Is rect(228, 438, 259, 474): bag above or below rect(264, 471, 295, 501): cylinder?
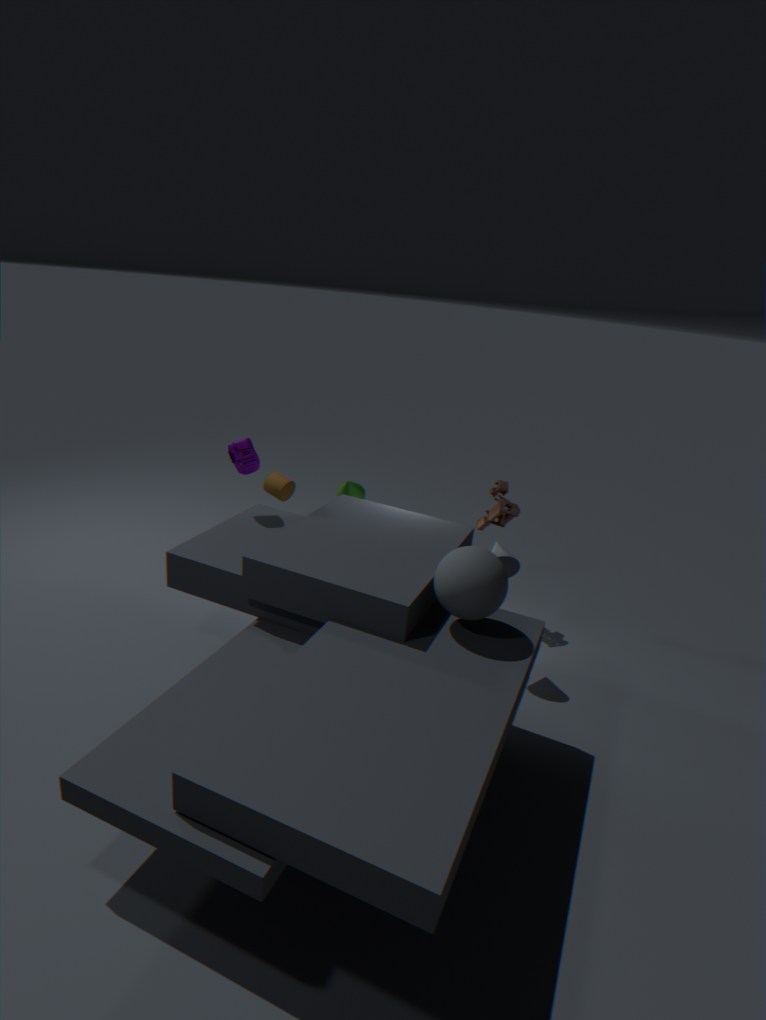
above
